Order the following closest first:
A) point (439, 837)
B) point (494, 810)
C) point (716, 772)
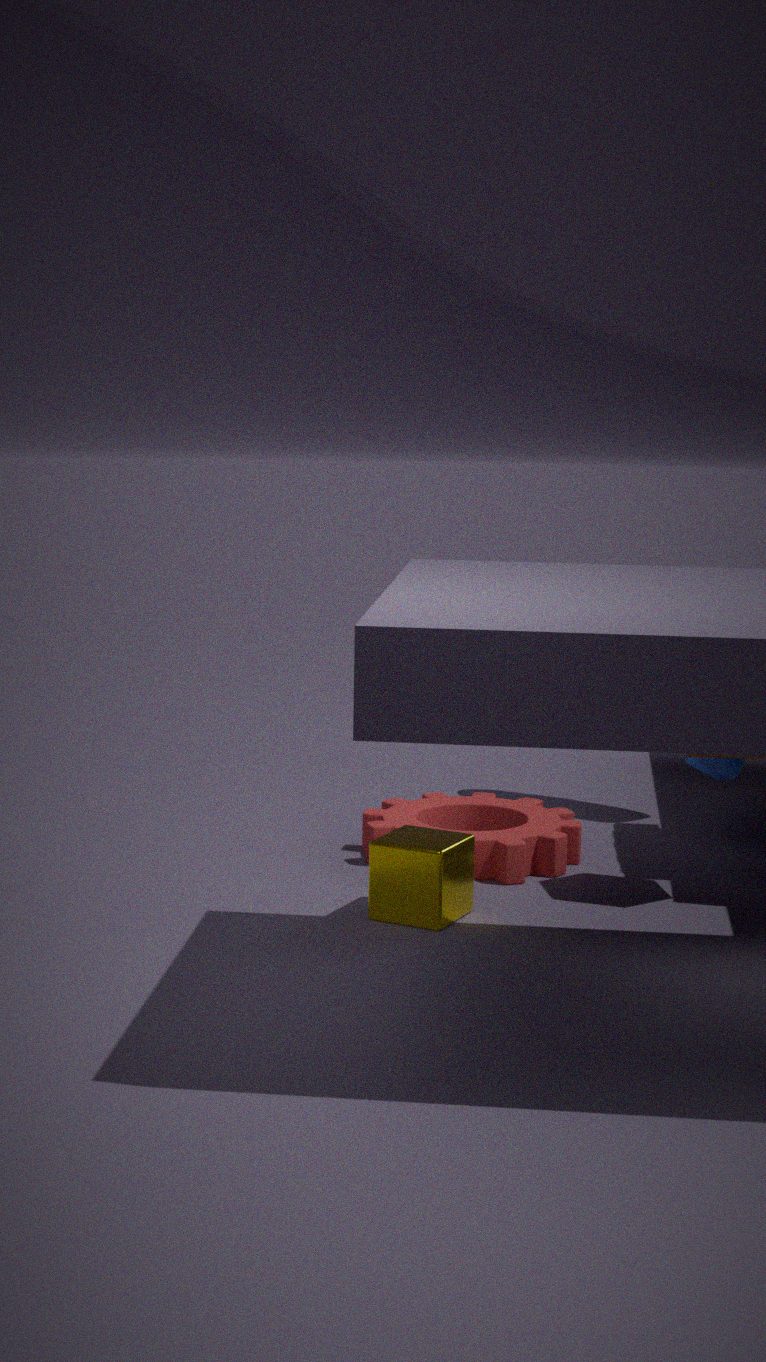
point (439, 837) < point (716, 772) < point (494, 810)
